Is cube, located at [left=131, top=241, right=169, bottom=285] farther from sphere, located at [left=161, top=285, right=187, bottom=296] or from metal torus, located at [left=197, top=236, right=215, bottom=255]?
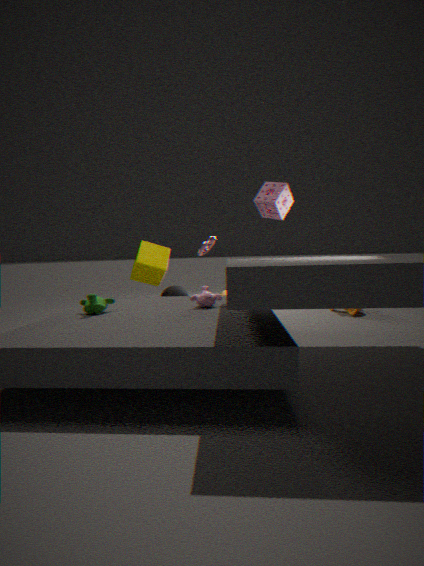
metal torus, located at [left=197, top=236, right=215, bottom=255]
